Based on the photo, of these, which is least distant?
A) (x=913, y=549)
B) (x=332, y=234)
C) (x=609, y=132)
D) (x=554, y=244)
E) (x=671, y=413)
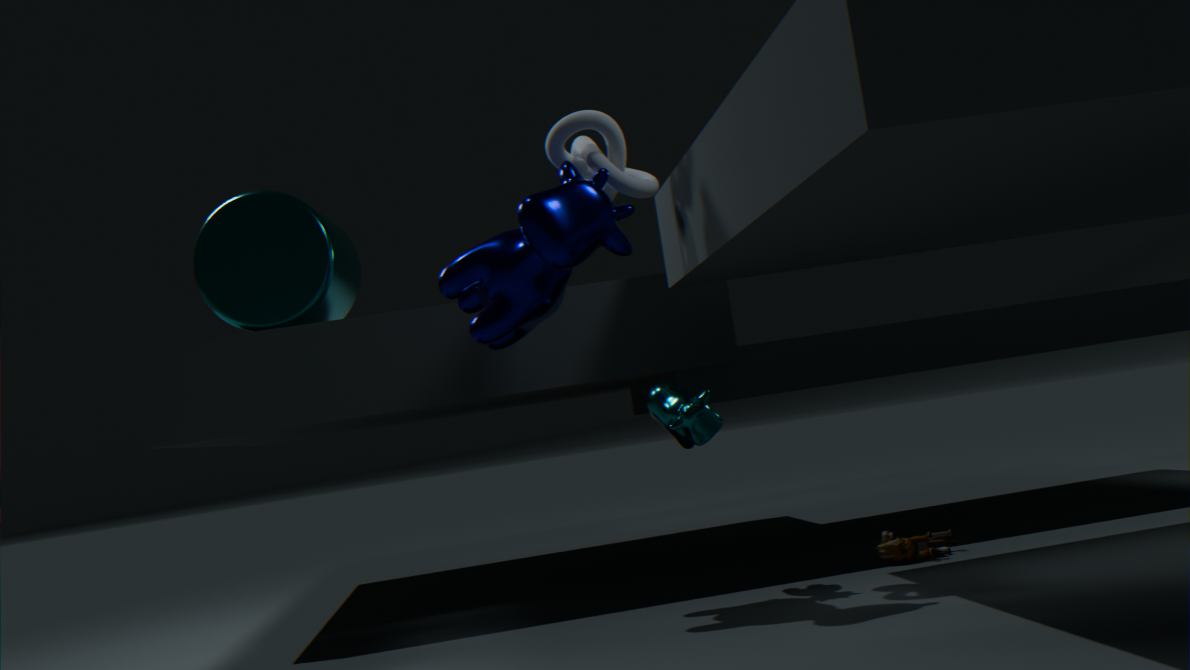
(x=554, y=244)
